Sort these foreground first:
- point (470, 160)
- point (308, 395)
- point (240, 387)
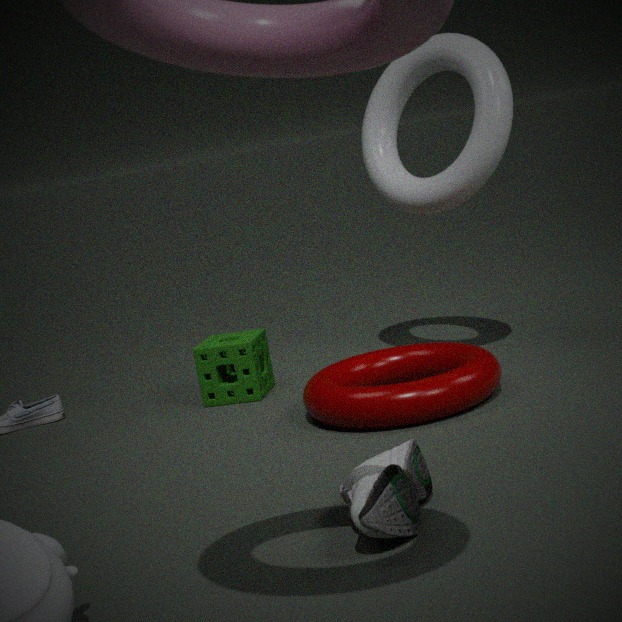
point (308, 395) < point (470, 160) < point (240, 387)
